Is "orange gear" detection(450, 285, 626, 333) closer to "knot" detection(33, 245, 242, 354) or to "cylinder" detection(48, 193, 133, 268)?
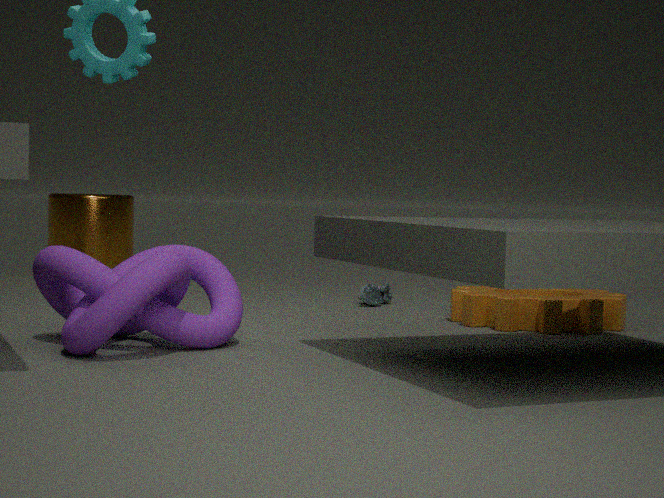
"knot" detection(33, 245, 242, 354)
